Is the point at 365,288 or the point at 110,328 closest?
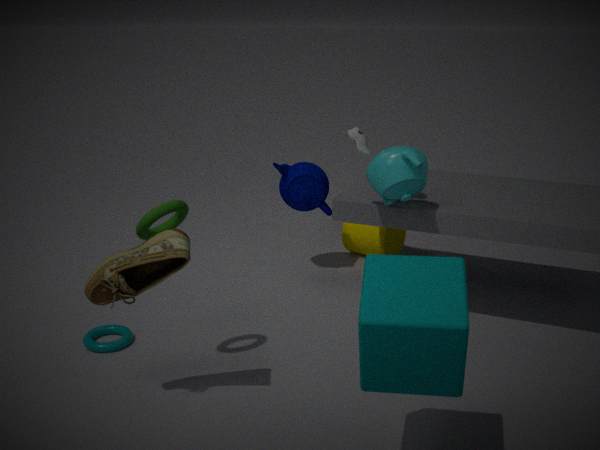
the point at 365,288
